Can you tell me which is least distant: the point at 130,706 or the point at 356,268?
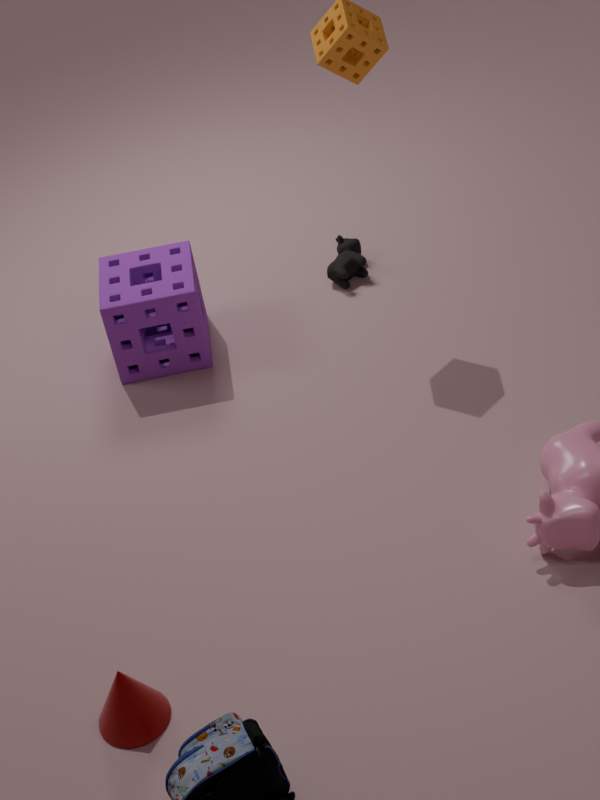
the point at 130,706
